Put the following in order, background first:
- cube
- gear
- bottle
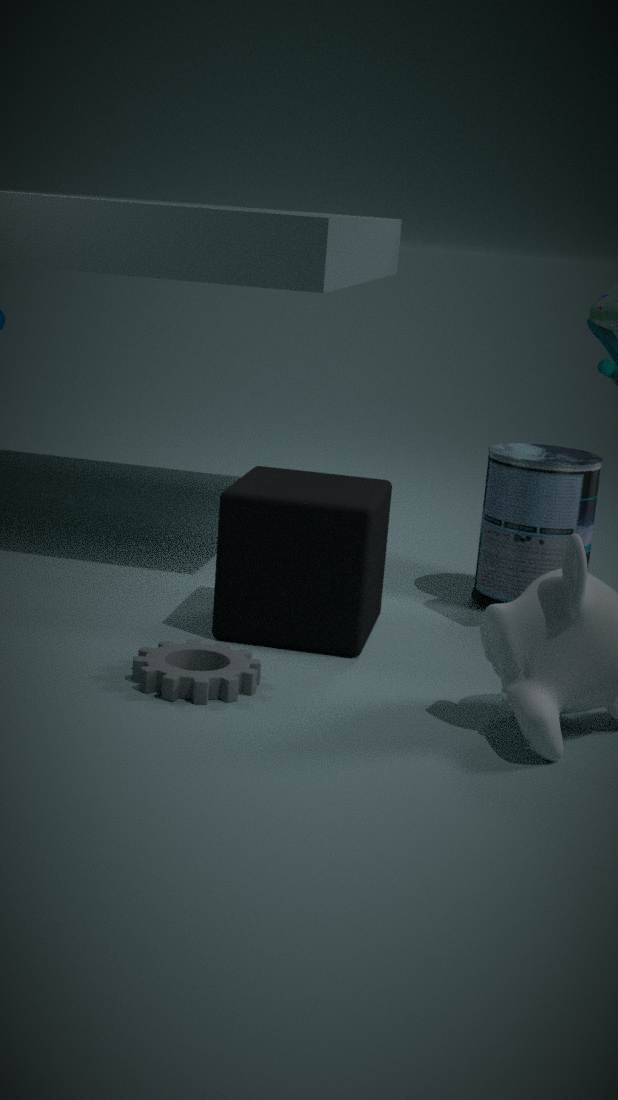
bottle
cube
gear
